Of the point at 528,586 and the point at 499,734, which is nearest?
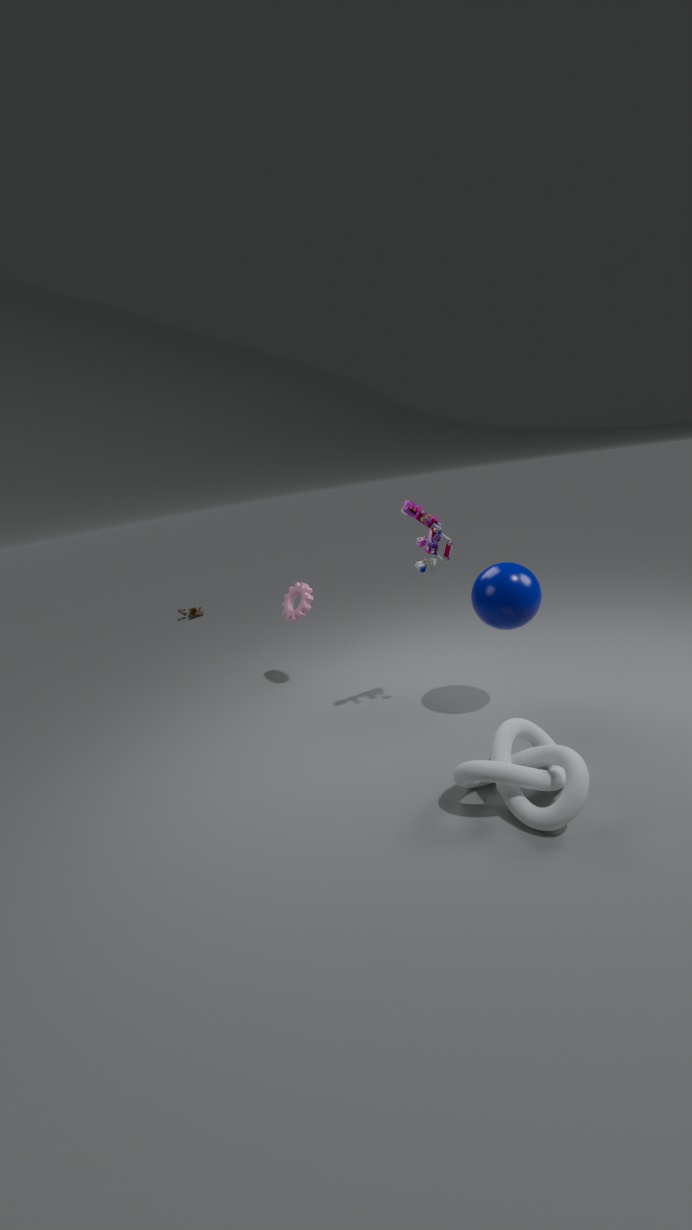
the point at 499,734
